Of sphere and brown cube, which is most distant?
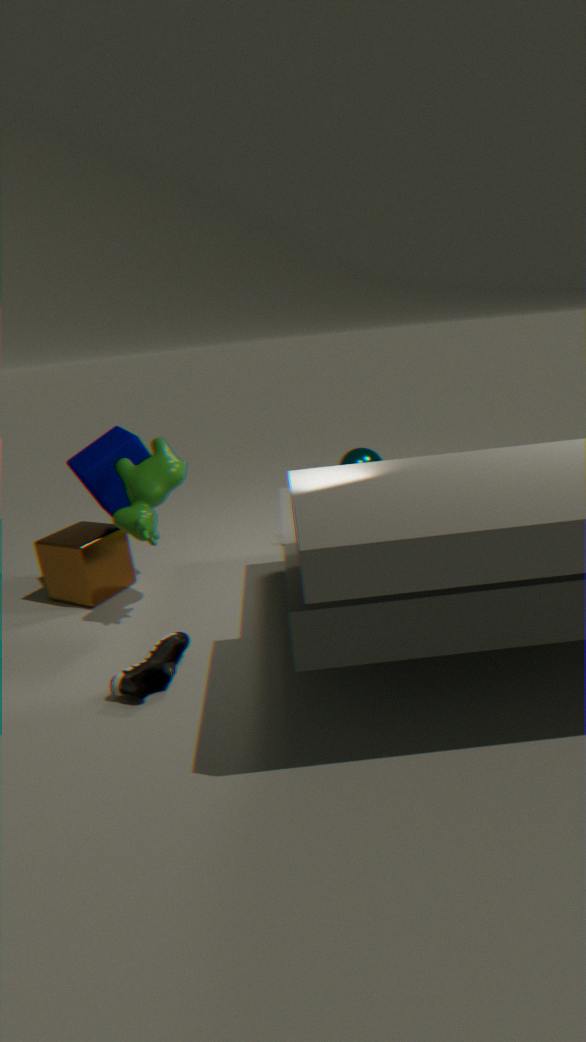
sphere
